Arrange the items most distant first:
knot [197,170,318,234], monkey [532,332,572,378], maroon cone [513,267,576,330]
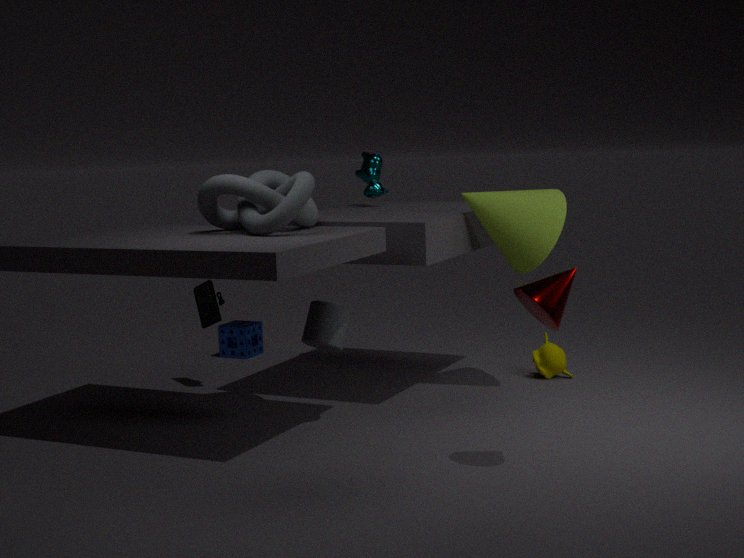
monkey [532,332,572,378] → knot [197,170,318,234] → maroon cone [513,267,576,330]
